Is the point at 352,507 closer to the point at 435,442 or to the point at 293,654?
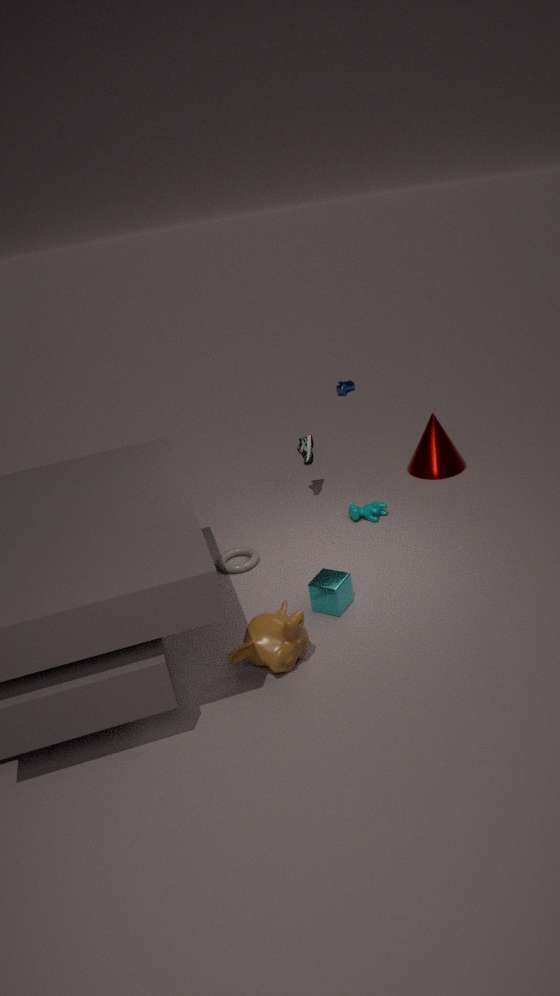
the point at 435,442
